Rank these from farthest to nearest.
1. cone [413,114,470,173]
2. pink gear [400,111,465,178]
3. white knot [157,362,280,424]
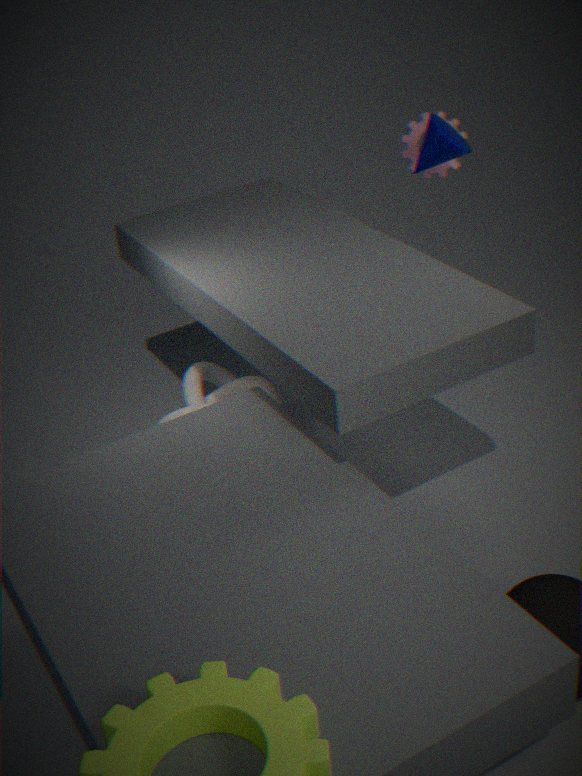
pink gear [400,111,465,178]
white knot [157,362,280,424]
cone [413,114,470,173]
